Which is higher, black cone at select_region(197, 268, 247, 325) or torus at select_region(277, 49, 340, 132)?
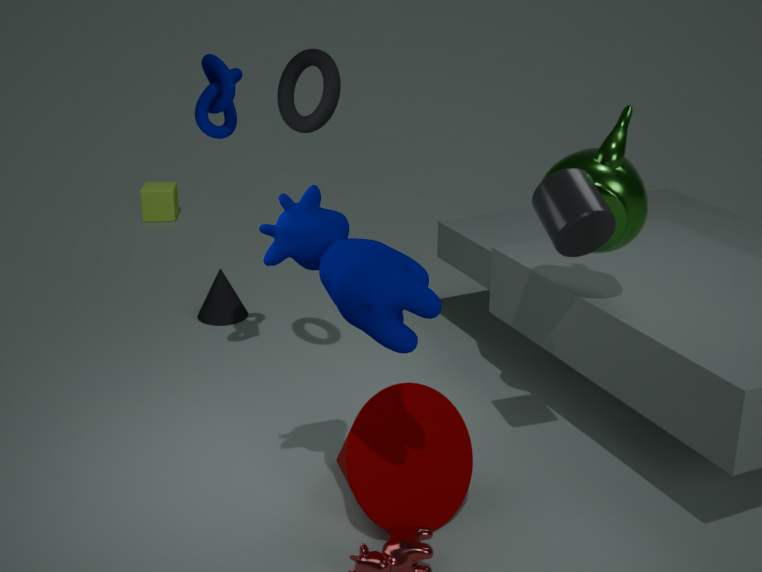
torus at select_region(277, 49, 340, 132)
